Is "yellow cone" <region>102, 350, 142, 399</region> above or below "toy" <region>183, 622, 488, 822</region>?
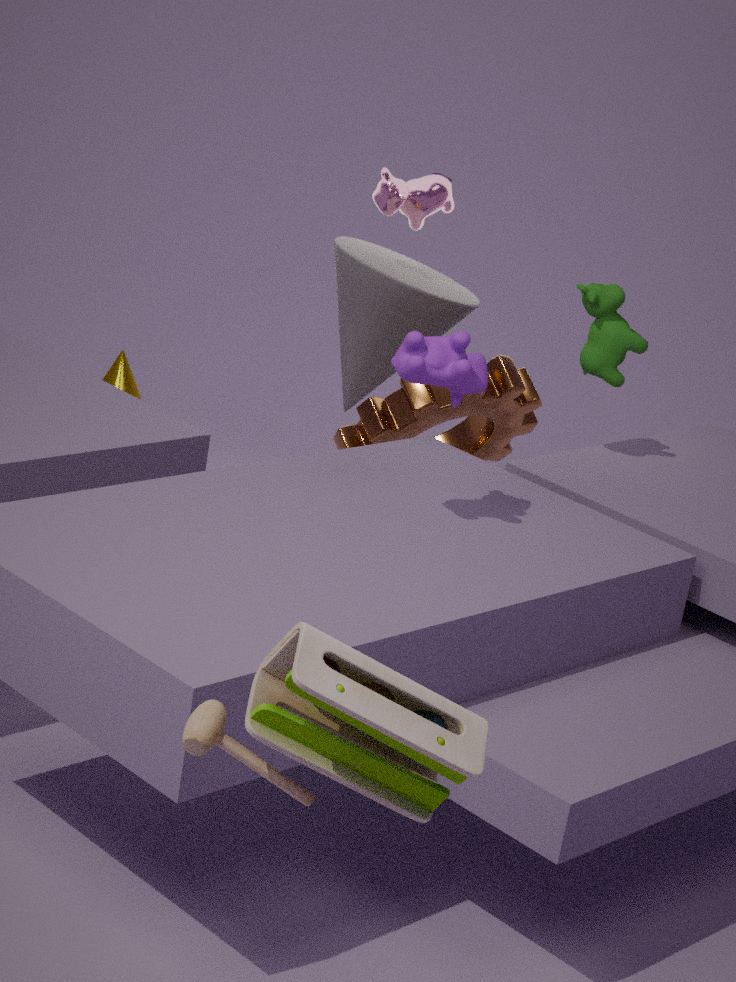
below
